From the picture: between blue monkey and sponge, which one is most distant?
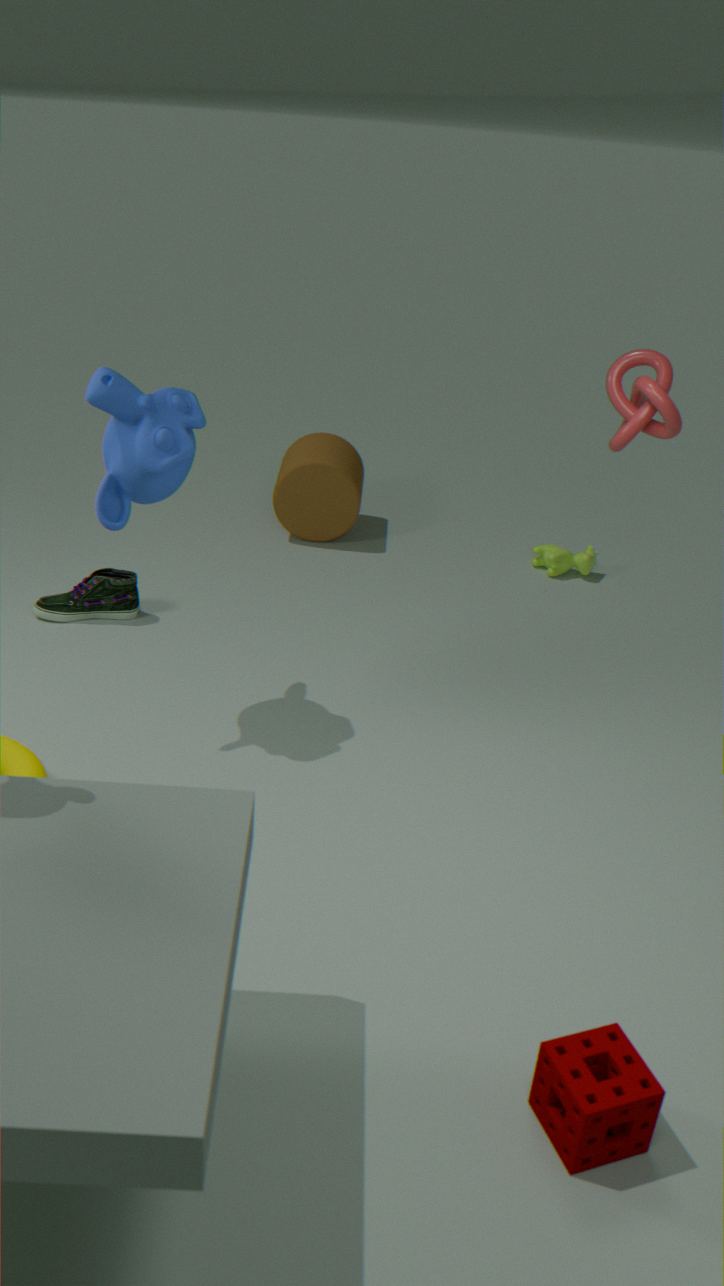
blue monkey
